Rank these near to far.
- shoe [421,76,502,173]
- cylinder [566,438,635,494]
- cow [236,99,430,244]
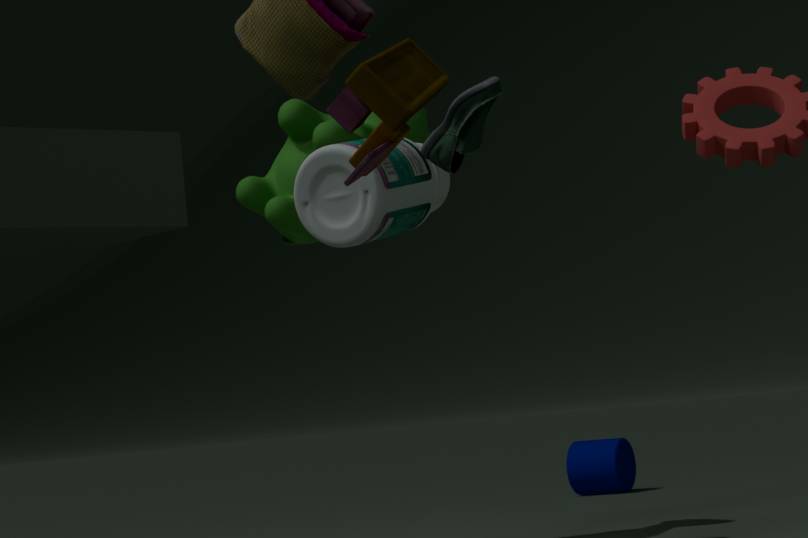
1. shoe [421,76,502,173]
2. cow [236,99,430,244]
3. cylinder [566,438,635,494]
